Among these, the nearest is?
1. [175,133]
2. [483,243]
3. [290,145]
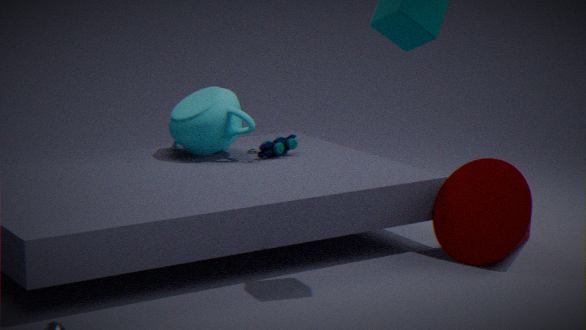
[483,243]
